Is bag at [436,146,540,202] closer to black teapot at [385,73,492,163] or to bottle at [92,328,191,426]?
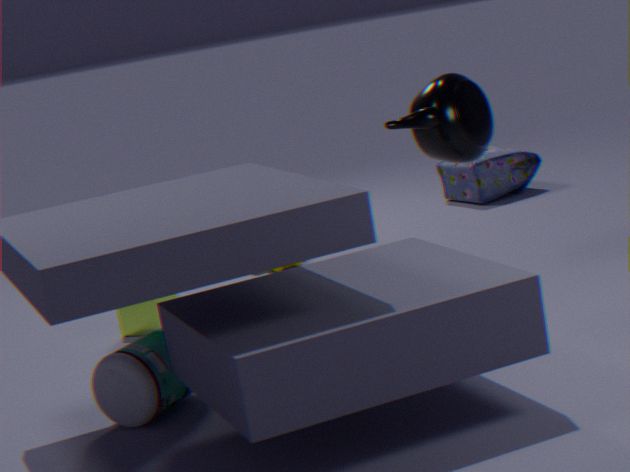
black teapot at [385,73,492,163]
